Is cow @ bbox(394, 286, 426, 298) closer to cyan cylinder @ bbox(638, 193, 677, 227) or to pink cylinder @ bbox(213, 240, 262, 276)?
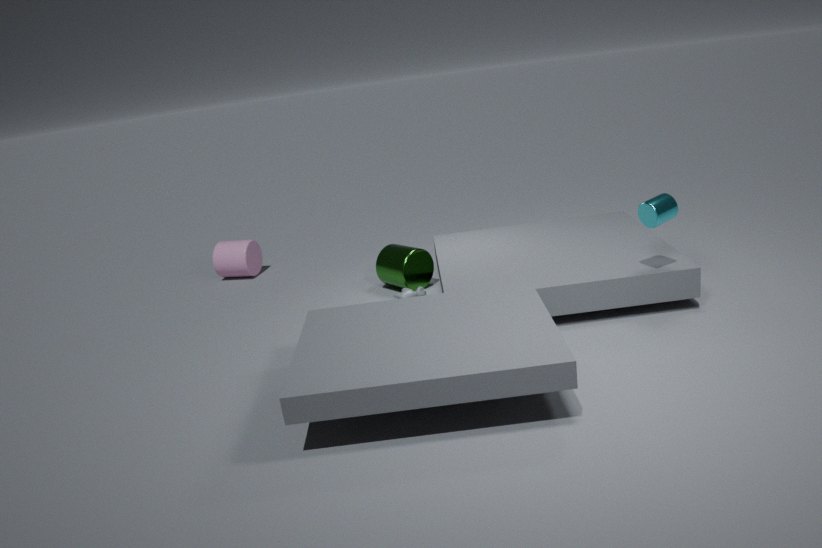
cyan cylinder @ bbox(638, 193, 677, 227)
